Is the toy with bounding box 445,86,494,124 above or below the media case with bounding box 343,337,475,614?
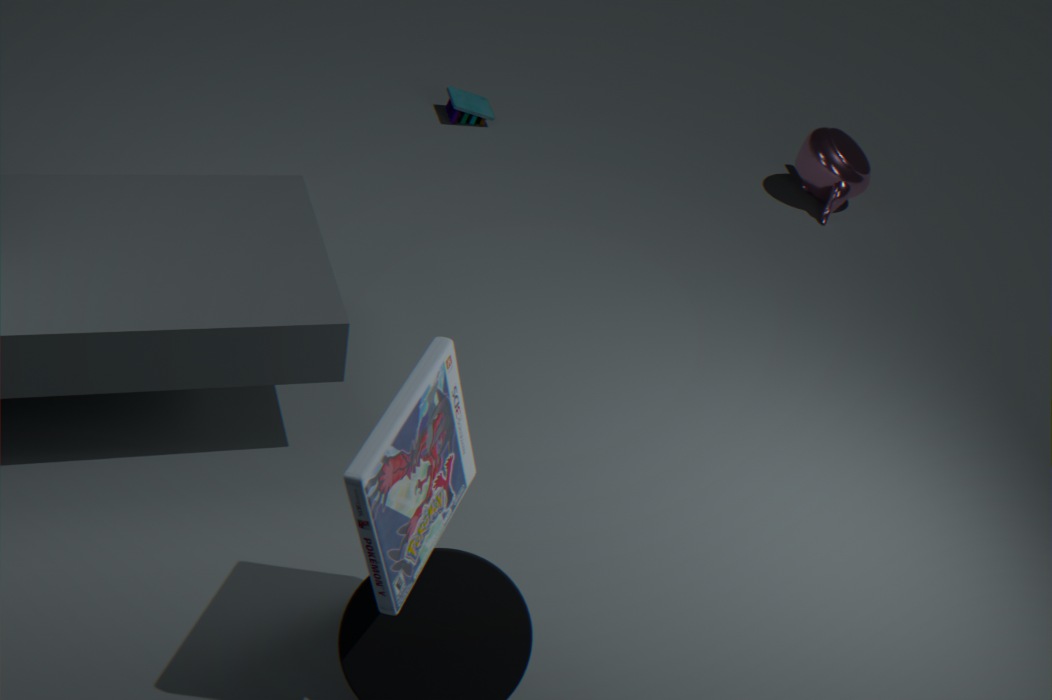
below
